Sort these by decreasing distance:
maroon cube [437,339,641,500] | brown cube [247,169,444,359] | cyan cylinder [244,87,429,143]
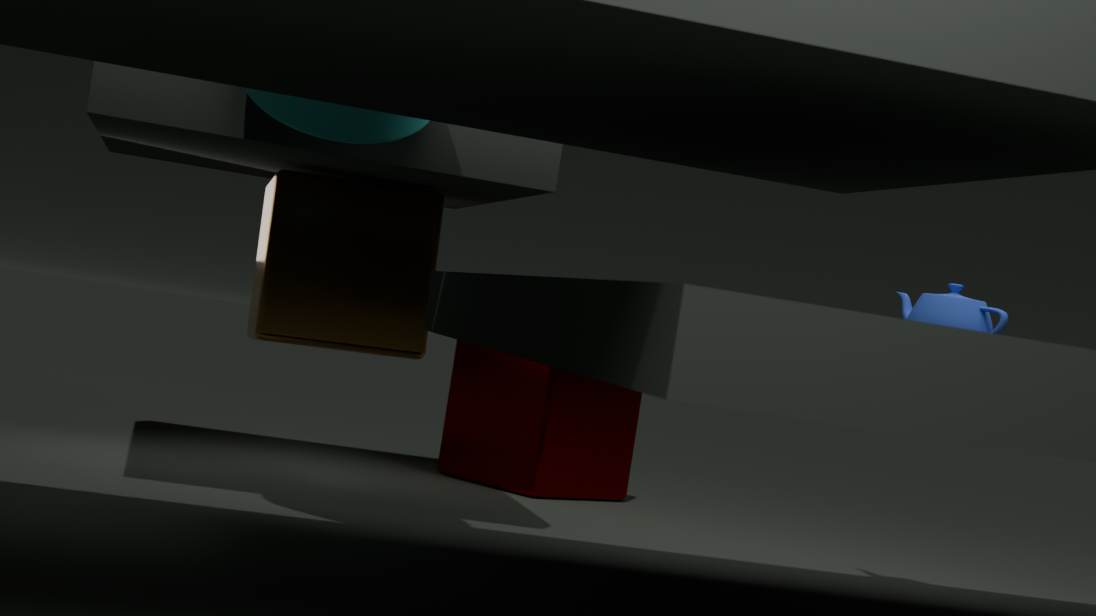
maroon cube [437,339,641,500] < brown cube [247,169,444,359] < cyan cylinder [244,87,429,143]
